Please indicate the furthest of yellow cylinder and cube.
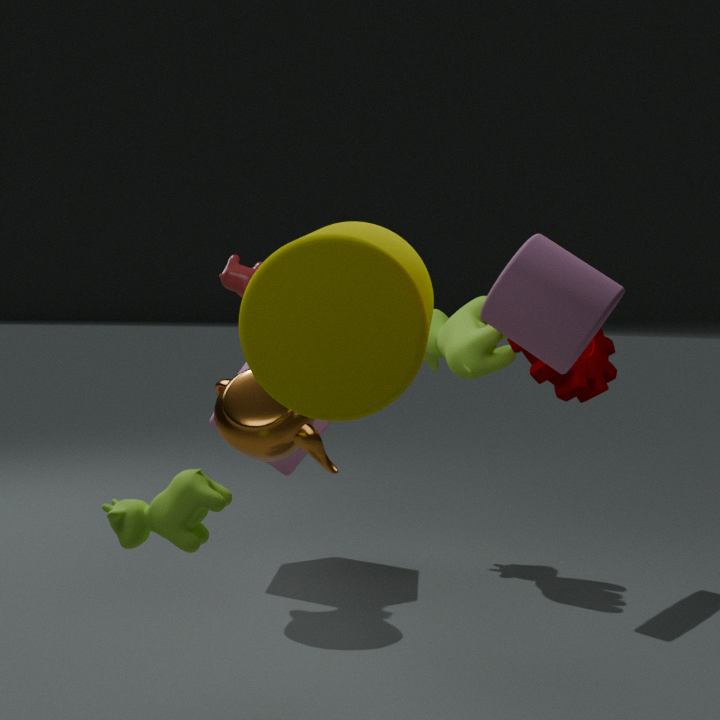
cube
